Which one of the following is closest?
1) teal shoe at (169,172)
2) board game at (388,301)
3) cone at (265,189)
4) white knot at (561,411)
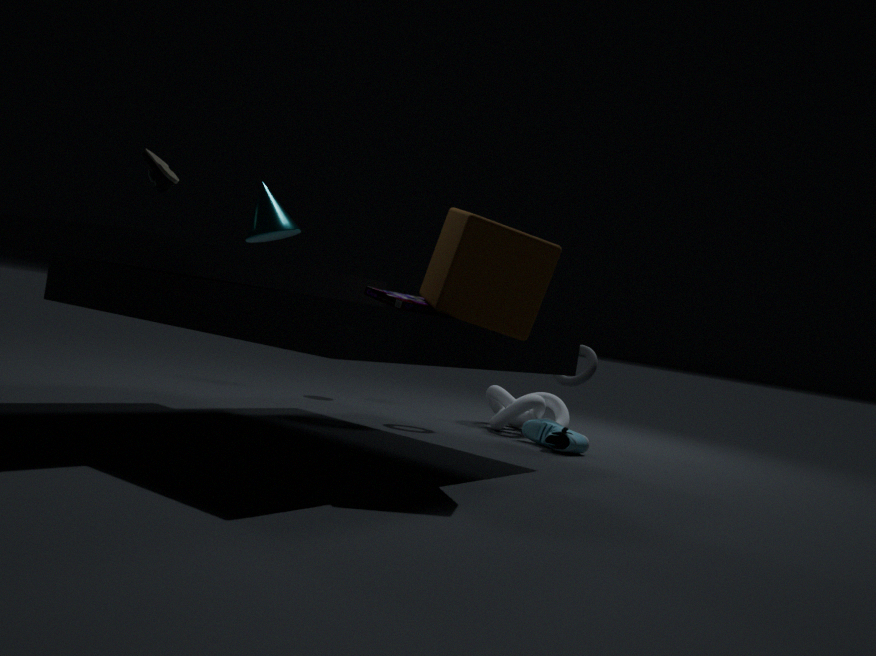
2. board game at (388,301)
